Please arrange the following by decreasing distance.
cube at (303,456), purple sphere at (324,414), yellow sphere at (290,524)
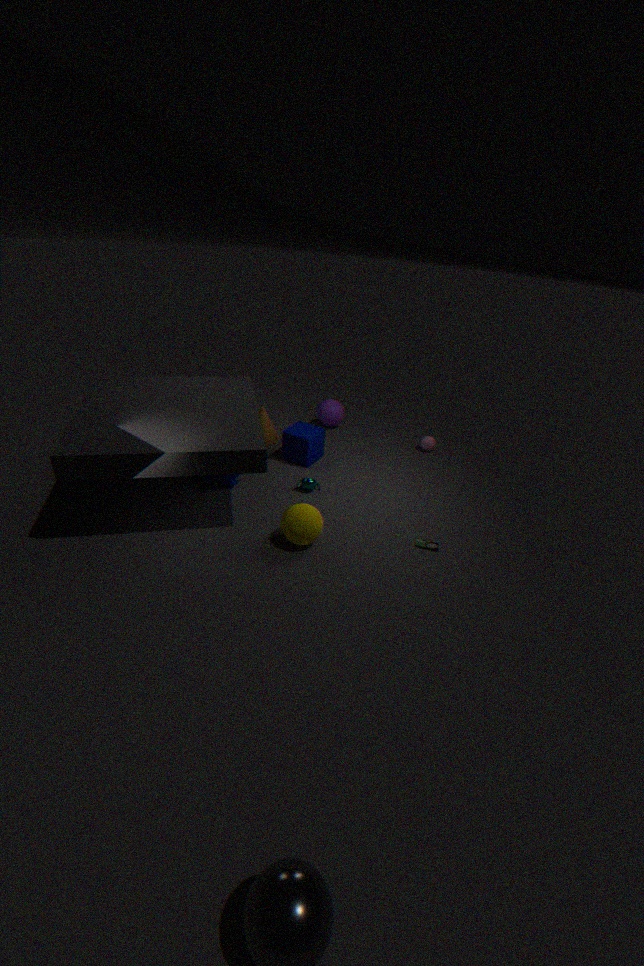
purple sphere at (324,414) < cube at (303,456) < yellow sphere at (290,524)
